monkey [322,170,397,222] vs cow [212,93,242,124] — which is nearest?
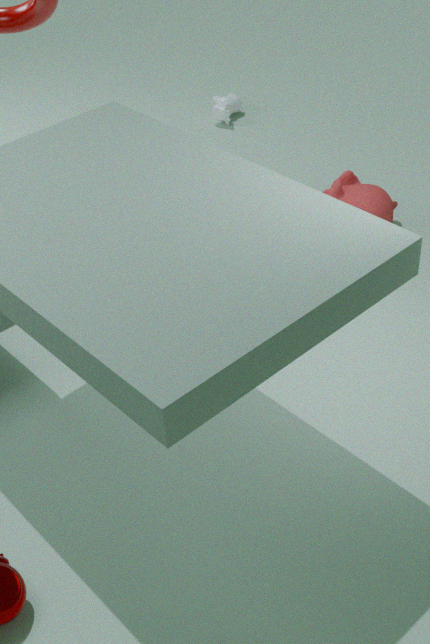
monkey [322,170,397,222]
